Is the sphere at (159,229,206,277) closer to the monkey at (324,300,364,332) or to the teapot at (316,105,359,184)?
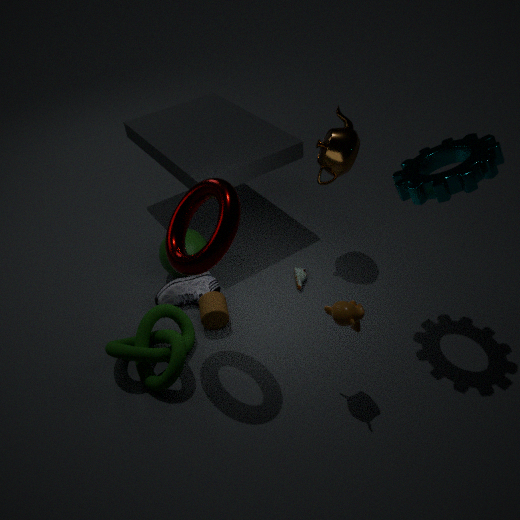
the teapot at (316,105,359,184)
